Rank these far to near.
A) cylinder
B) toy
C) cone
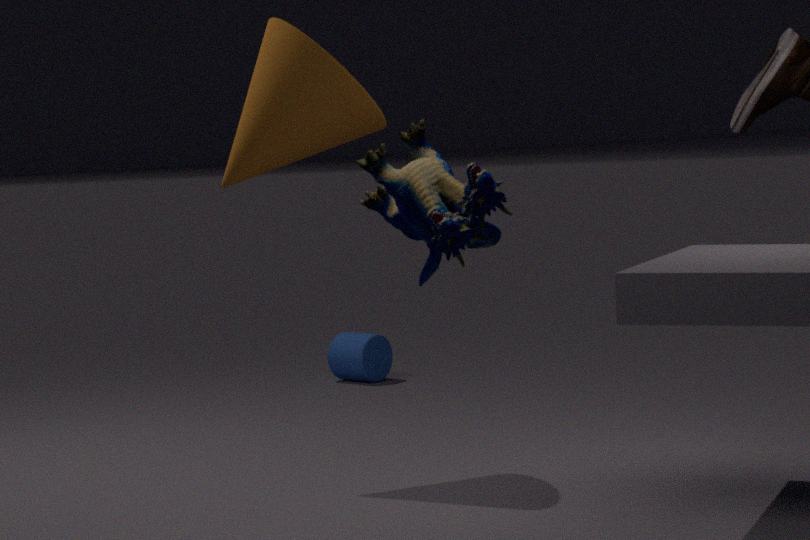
cylinder < cone < toy
